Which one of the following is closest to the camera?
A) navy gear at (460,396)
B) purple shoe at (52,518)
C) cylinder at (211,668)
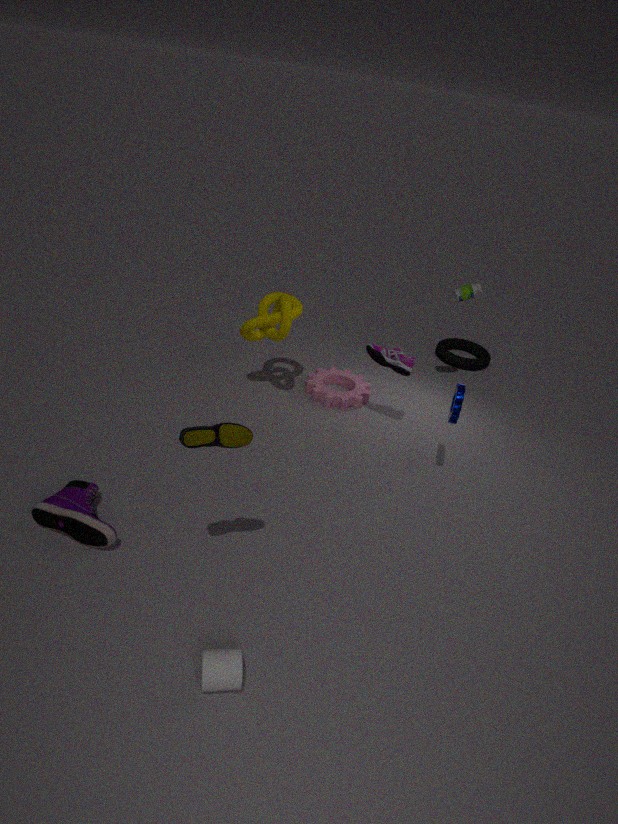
cylinder at (211,668)
